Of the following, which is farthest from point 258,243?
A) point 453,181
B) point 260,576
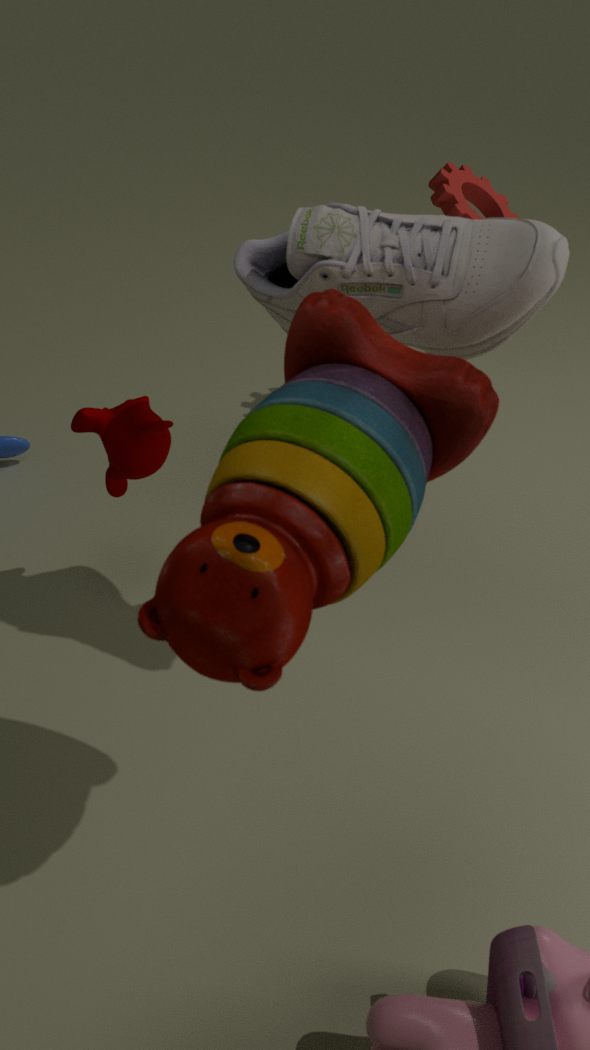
point 453,181
